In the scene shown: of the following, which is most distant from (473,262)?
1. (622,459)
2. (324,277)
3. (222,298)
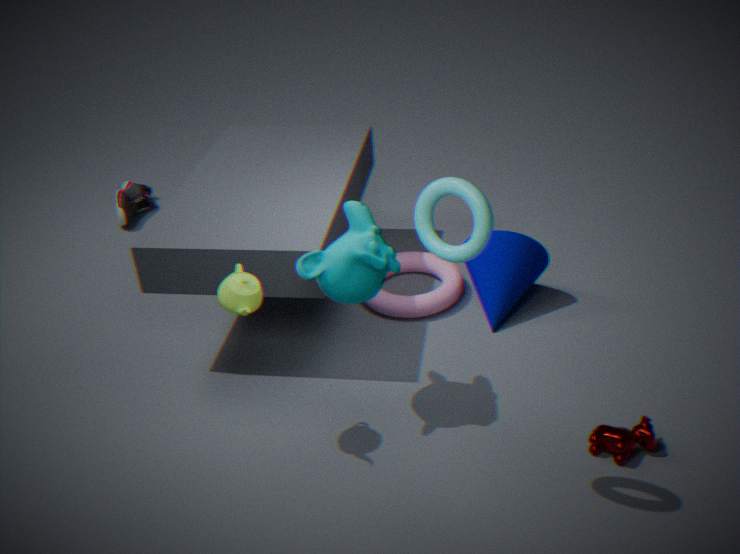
(222,298)
